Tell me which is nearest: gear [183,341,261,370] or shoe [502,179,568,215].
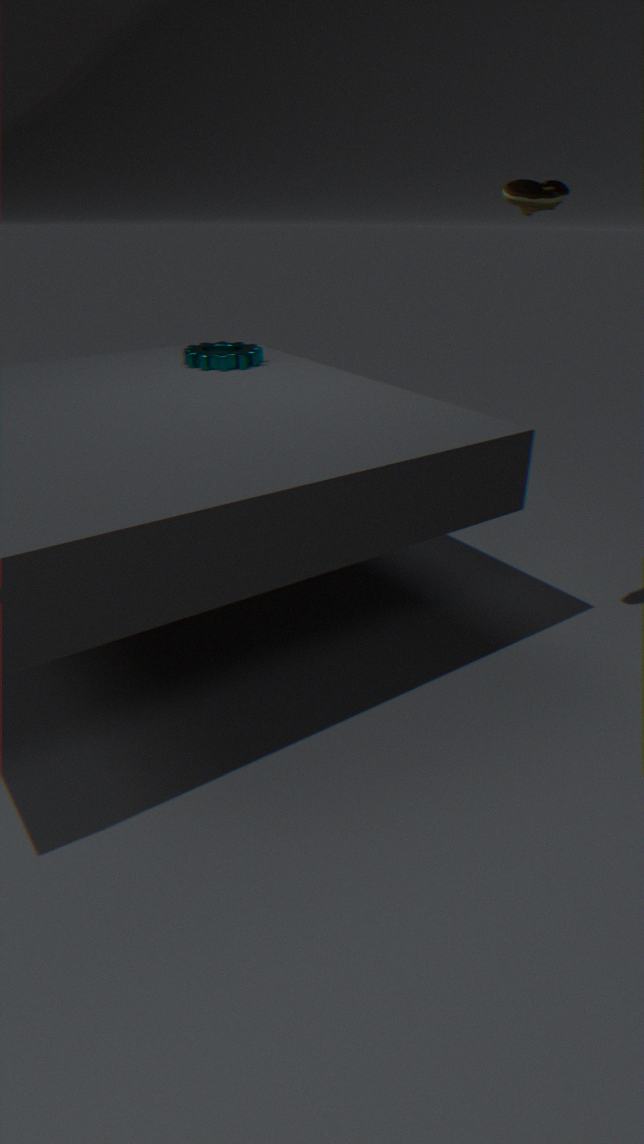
shoe [502,179,568,215]
